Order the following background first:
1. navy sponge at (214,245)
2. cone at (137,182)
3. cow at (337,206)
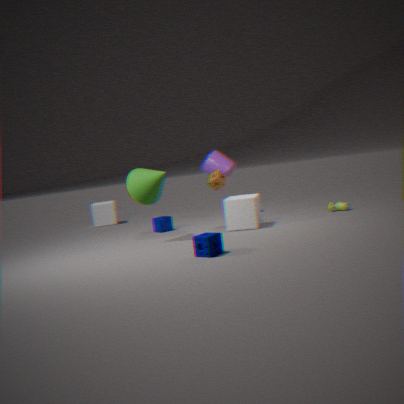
cow at (337,206) < cone at (137,182) < navy sponge at (214,245)
